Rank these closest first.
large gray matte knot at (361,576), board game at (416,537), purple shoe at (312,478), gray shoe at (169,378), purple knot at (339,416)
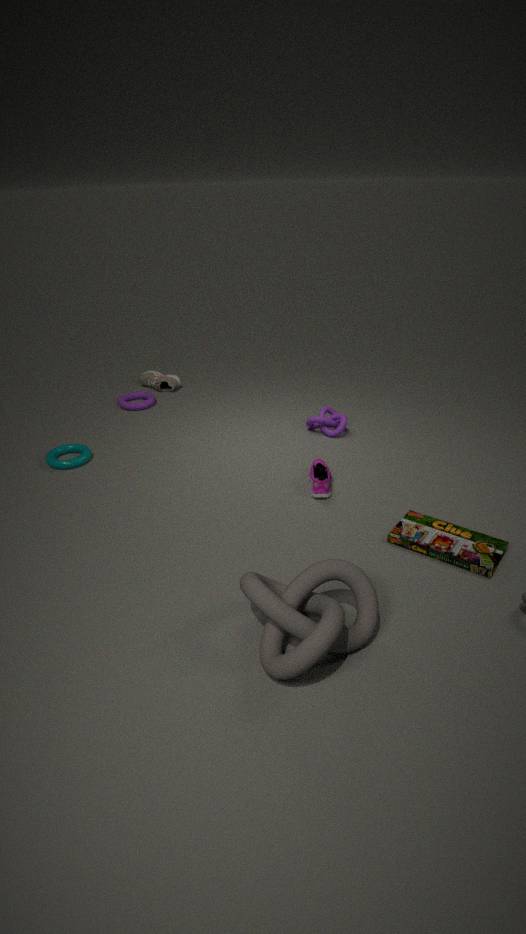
large gray matte knot at (361,576) < board game at (416,537) < purple shoe at (312,478) < purple knot at (339,416) < gray shoe at (169,378)
